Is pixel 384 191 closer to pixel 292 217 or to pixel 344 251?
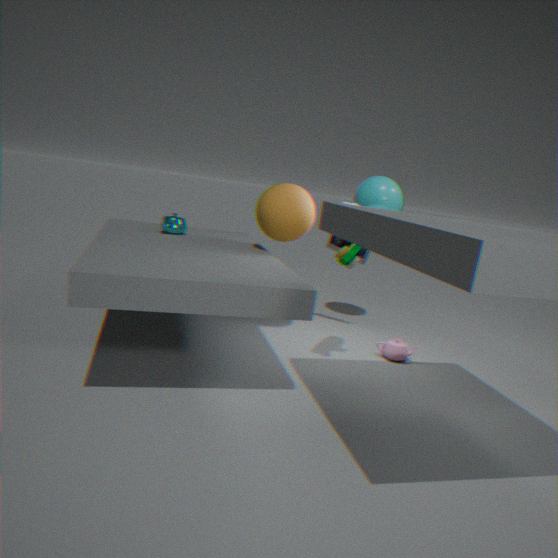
pixel 292 217
